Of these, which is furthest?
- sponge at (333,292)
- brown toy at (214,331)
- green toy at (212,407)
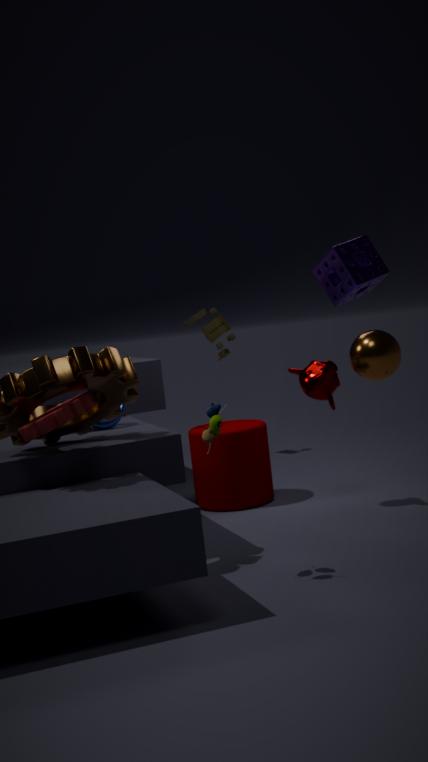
brown toy at (214,331)
